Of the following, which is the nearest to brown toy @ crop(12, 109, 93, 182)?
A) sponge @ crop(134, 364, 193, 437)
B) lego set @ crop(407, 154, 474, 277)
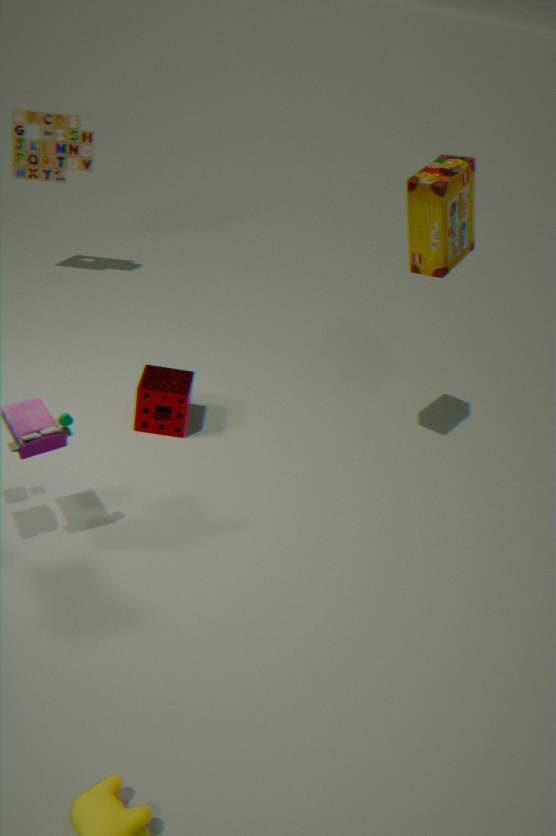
sponge @ crop(134, 364, 193, 437)
